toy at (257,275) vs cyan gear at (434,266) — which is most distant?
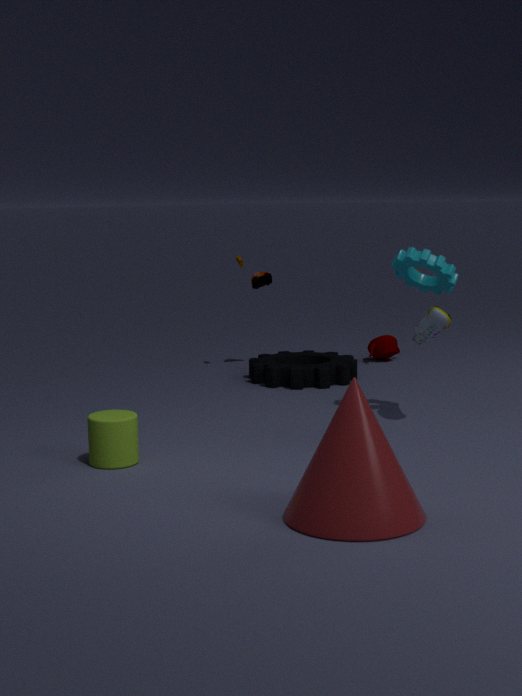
toy at (257,275)
